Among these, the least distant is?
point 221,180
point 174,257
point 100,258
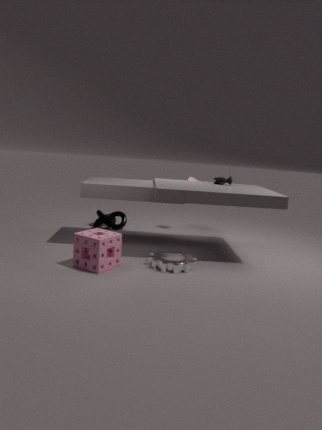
point 100,258
